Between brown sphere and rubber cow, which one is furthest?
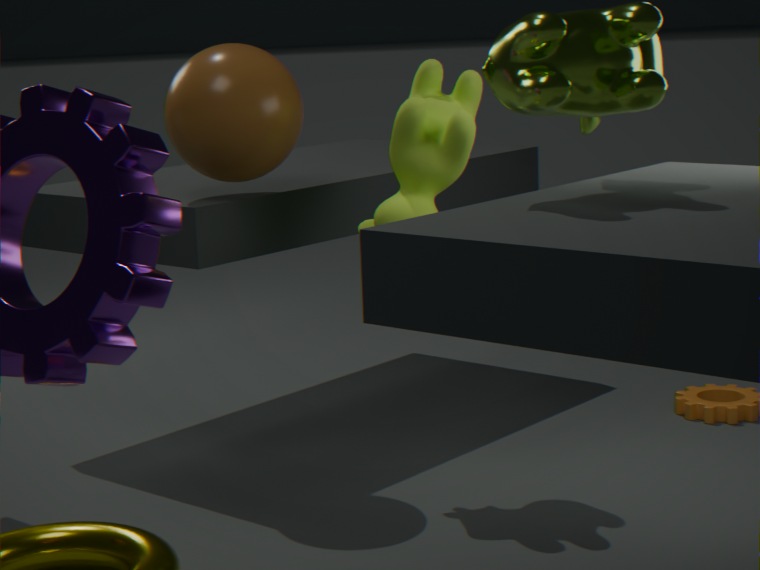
brown sphere
